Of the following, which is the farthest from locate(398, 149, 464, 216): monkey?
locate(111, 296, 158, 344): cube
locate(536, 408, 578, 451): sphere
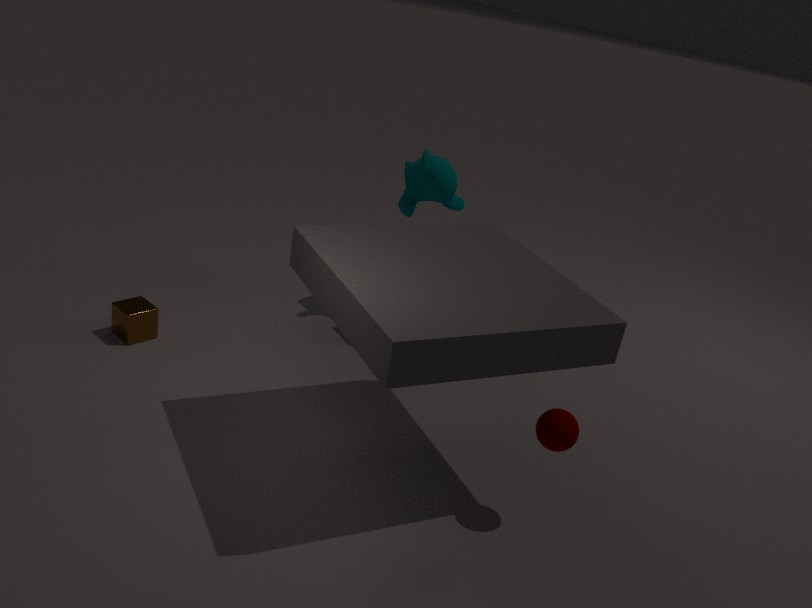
locate(536, 408, 578, 451): sphere
